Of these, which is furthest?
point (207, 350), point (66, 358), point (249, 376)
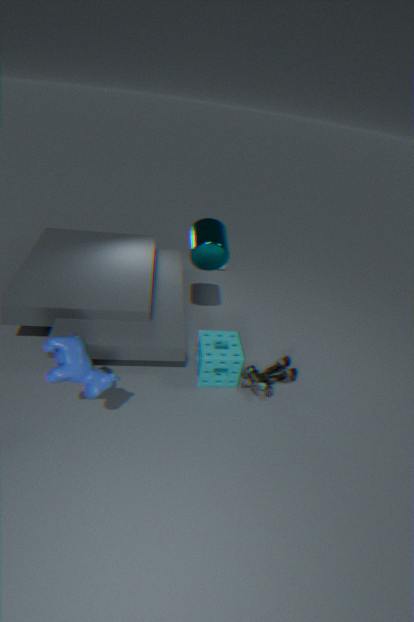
point (249, 376)
